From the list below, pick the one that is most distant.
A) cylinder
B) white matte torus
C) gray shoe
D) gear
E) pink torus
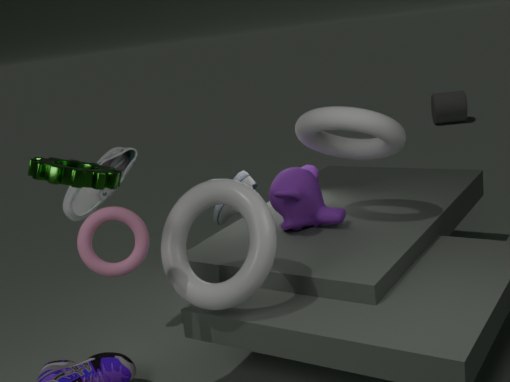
cylinder
